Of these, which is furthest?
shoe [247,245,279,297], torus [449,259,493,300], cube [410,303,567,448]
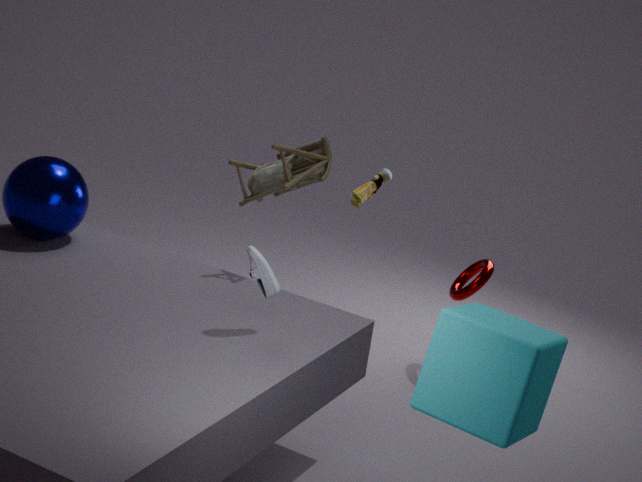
torus [449,259,493,300]
